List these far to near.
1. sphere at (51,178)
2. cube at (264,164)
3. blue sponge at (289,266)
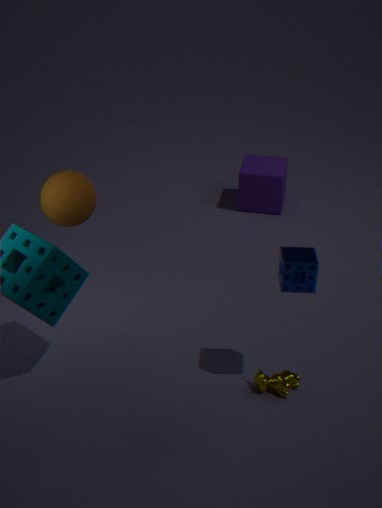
1. cube at (264,164)
2. sphere at (51,178)
3. blue sponge at (289,266)
